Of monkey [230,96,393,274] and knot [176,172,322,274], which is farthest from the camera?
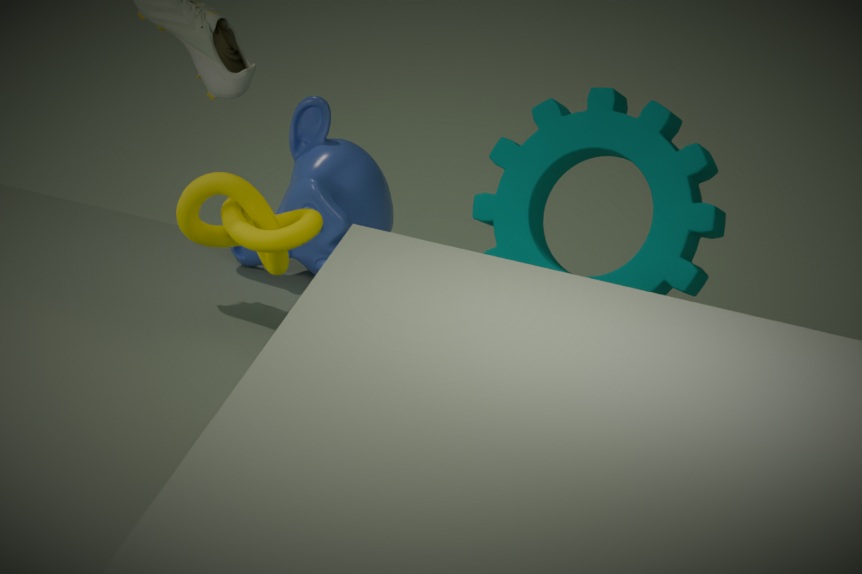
monkey [230,96,393,274]
